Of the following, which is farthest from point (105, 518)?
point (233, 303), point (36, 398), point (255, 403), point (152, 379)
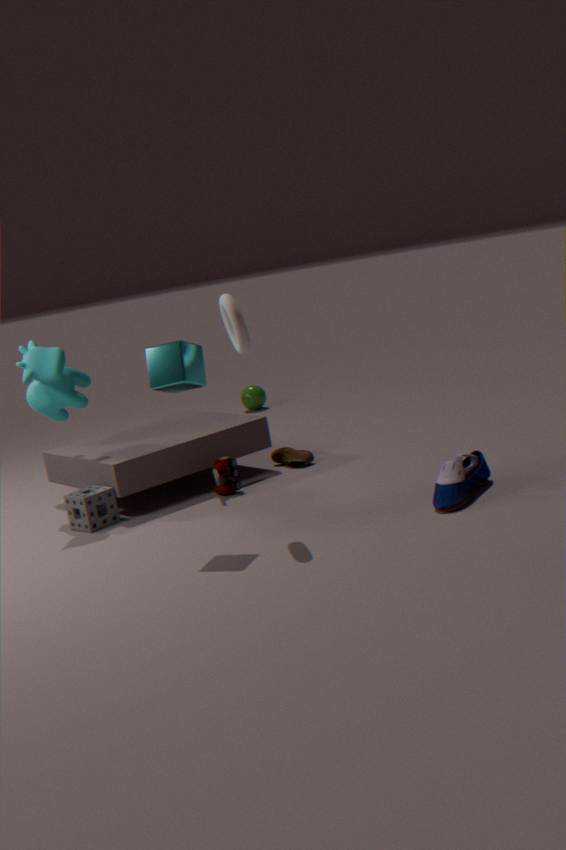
point (255, 403)
